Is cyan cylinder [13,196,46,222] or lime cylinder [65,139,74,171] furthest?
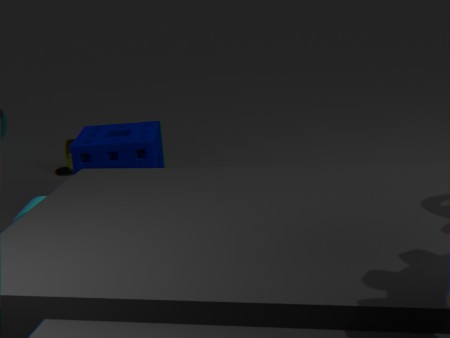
lime cylinder [65,139,74,171]
